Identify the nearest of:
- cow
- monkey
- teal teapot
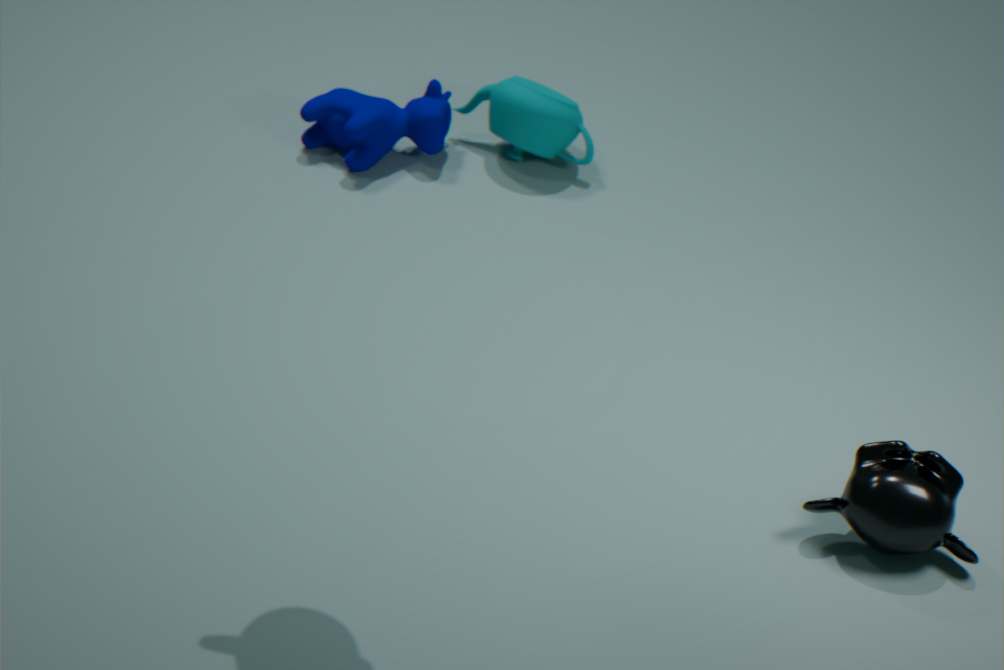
monkey
